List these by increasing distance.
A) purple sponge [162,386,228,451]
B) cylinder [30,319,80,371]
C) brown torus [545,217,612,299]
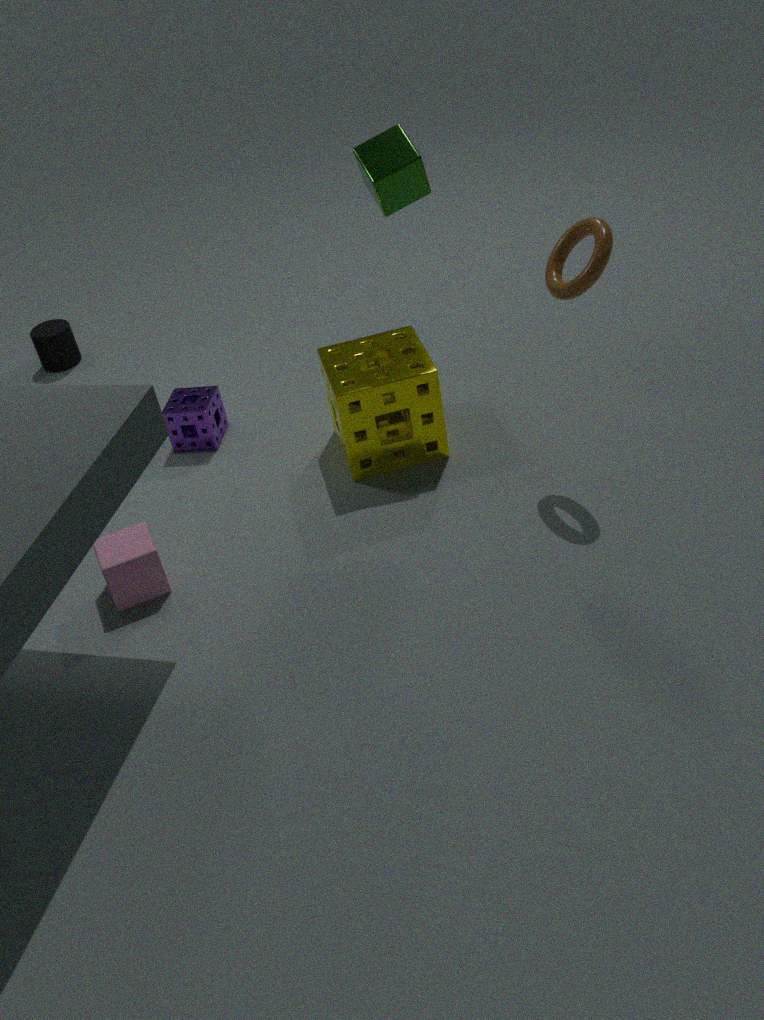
1. brown torus [545,217,612,299]
2. purple sponge [162,386,228,451]
3. cylinder [30,319,80,371]
